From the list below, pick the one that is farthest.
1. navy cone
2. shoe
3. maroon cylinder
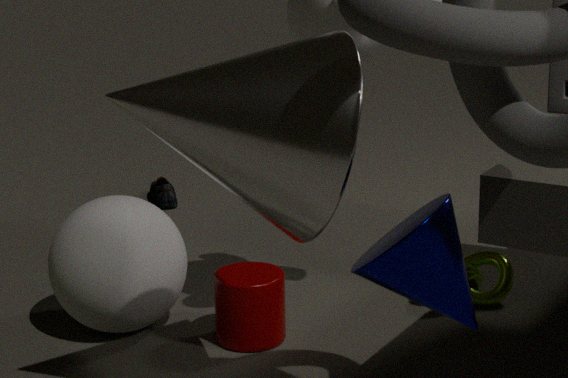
shoe
